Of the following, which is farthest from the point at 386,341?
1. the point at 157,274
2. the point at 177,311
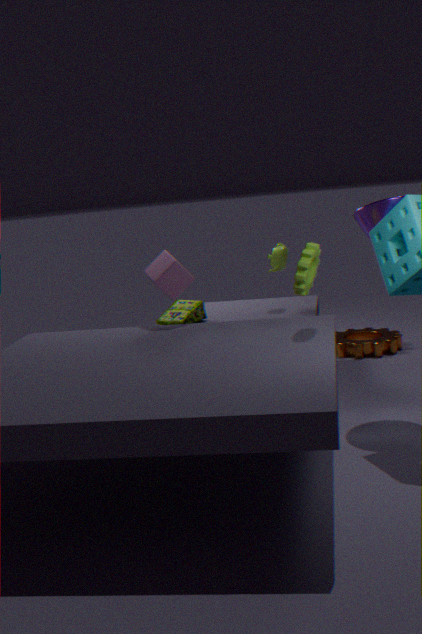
the point at 157,274
